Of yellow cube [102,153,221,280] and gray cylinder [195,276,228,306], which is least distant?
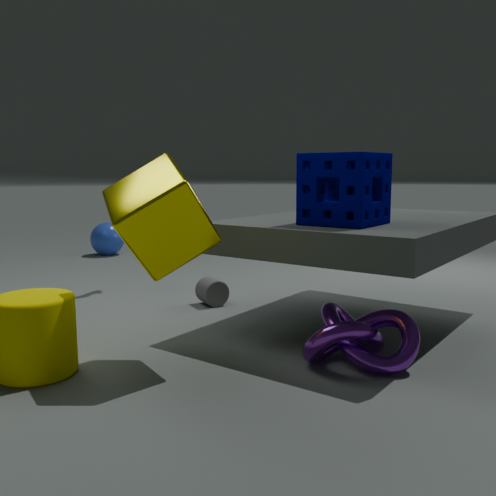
yellow cube [102,153,221,280]
